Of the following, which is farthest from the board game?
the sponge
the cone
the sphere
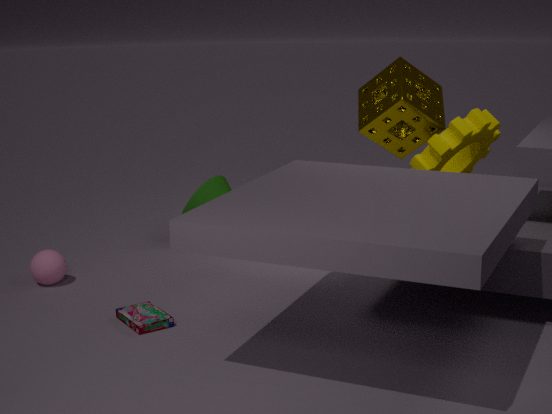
the sponge
